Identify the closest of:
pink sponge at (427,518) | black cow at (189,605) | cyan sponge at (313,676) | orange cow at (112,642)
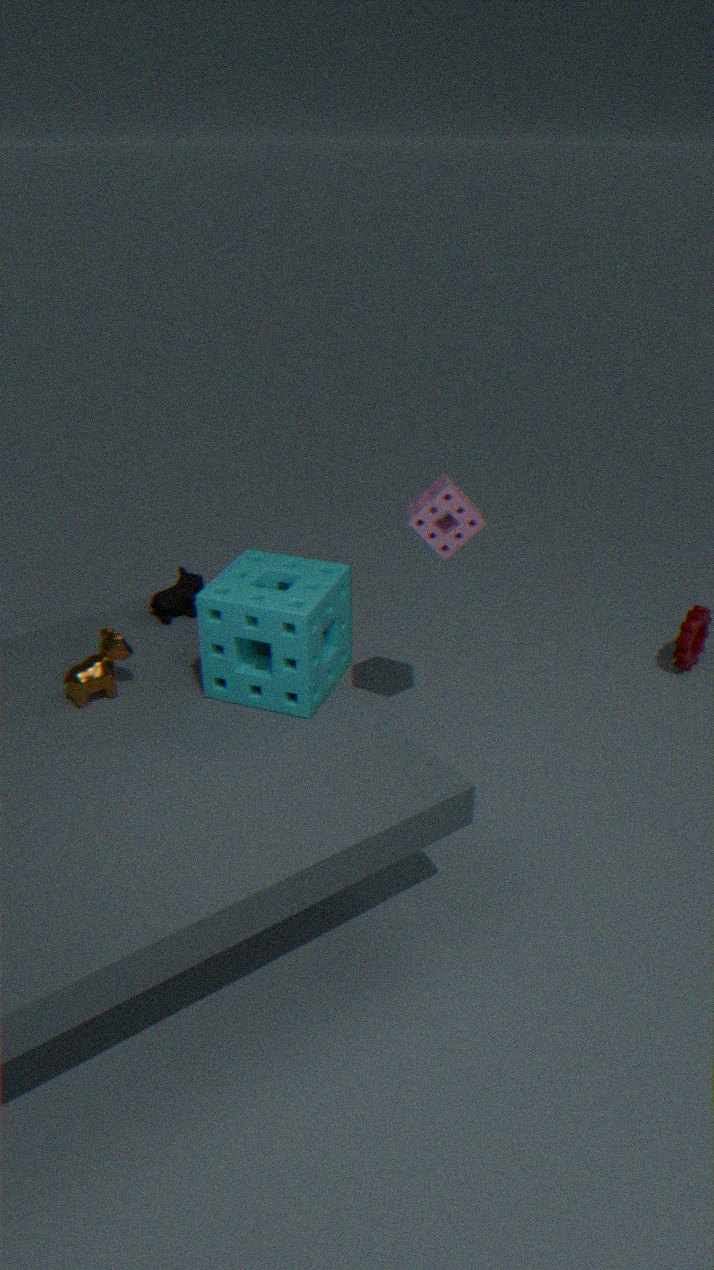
cyan sponge at (313,676)
